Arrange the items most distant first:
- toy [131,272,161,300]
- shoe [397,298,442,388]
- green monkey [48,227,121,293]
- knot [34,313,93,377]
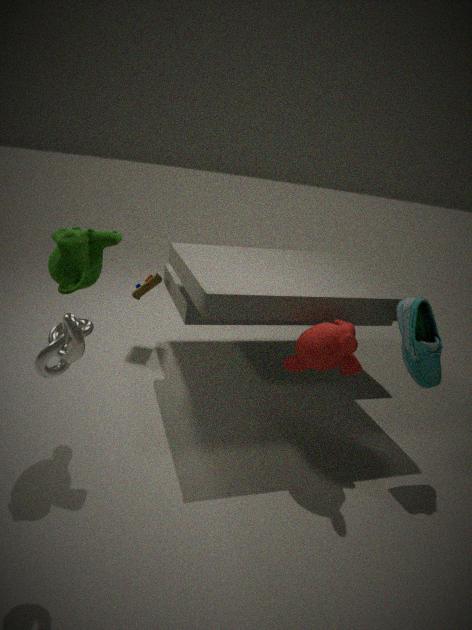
toy [131,272,161,300] → shoe [397,298,442,388] → green monkey [48,227,121,293] → knot [34,313,93,377]
